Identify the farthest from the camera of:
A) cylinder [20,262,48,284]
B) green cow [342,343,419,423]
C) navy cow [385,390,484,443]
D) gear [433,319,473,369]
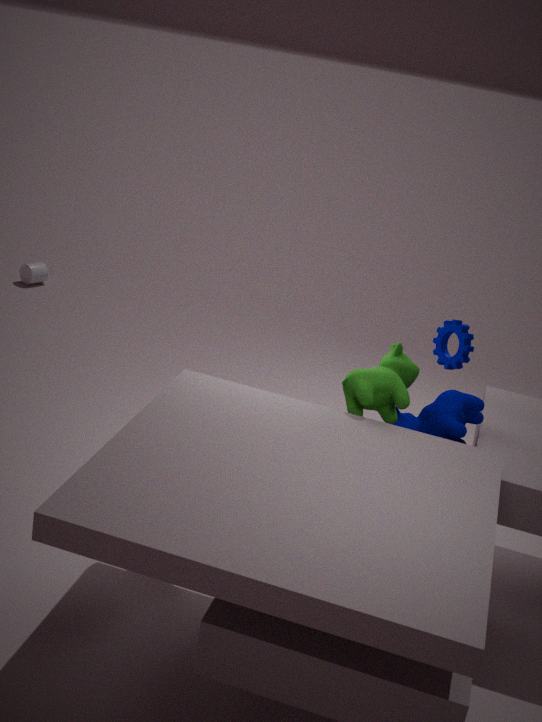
cylinder [20,262,48,284]
